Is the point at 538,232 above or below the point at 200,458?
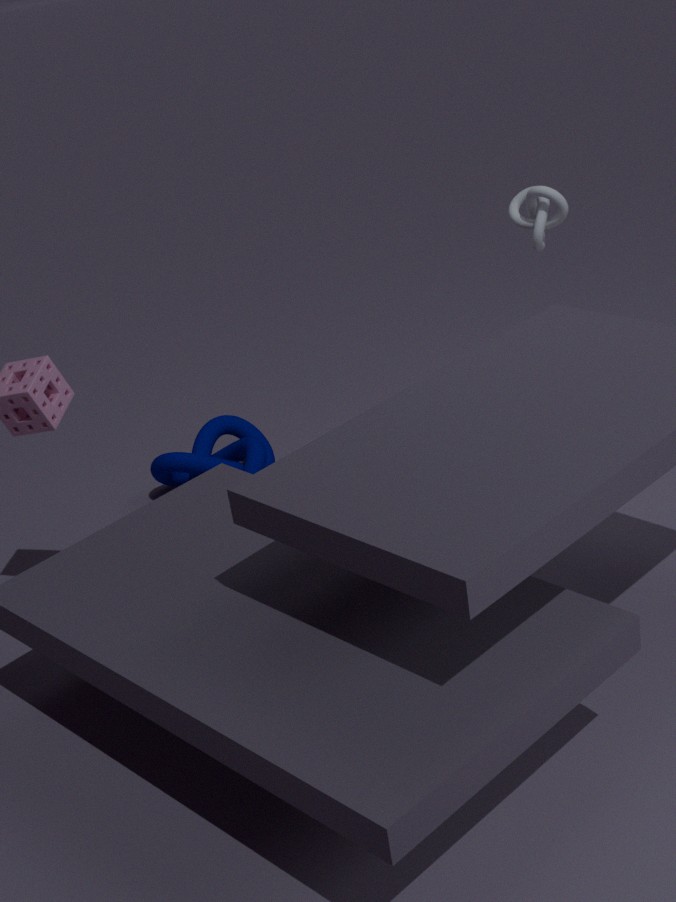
above
